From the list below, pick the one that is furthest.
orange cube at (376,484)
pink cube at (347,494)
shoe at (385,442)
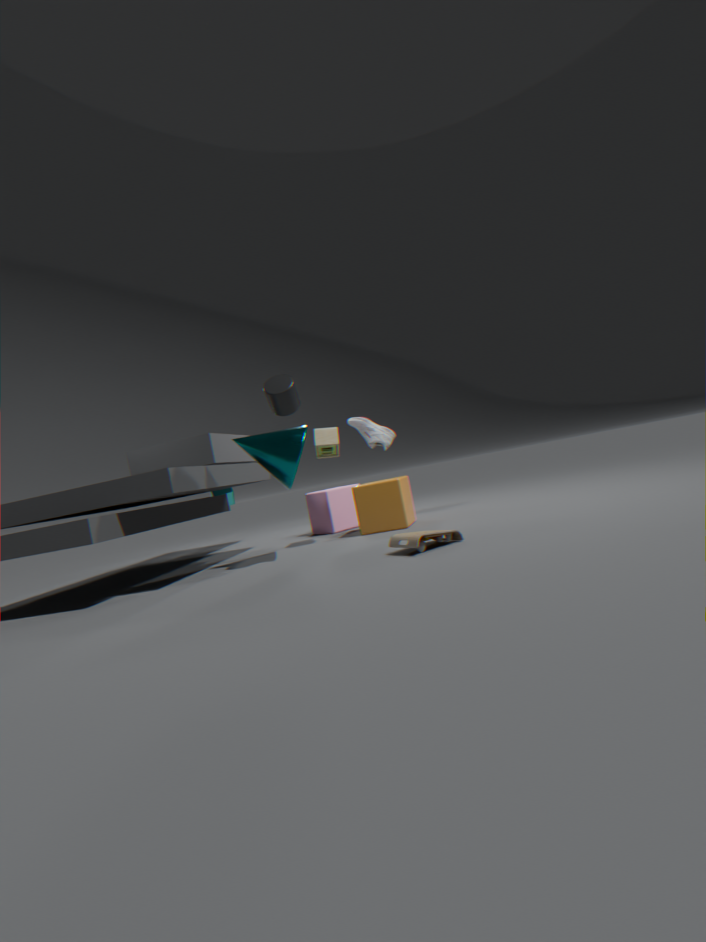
shoe at (385,442)
